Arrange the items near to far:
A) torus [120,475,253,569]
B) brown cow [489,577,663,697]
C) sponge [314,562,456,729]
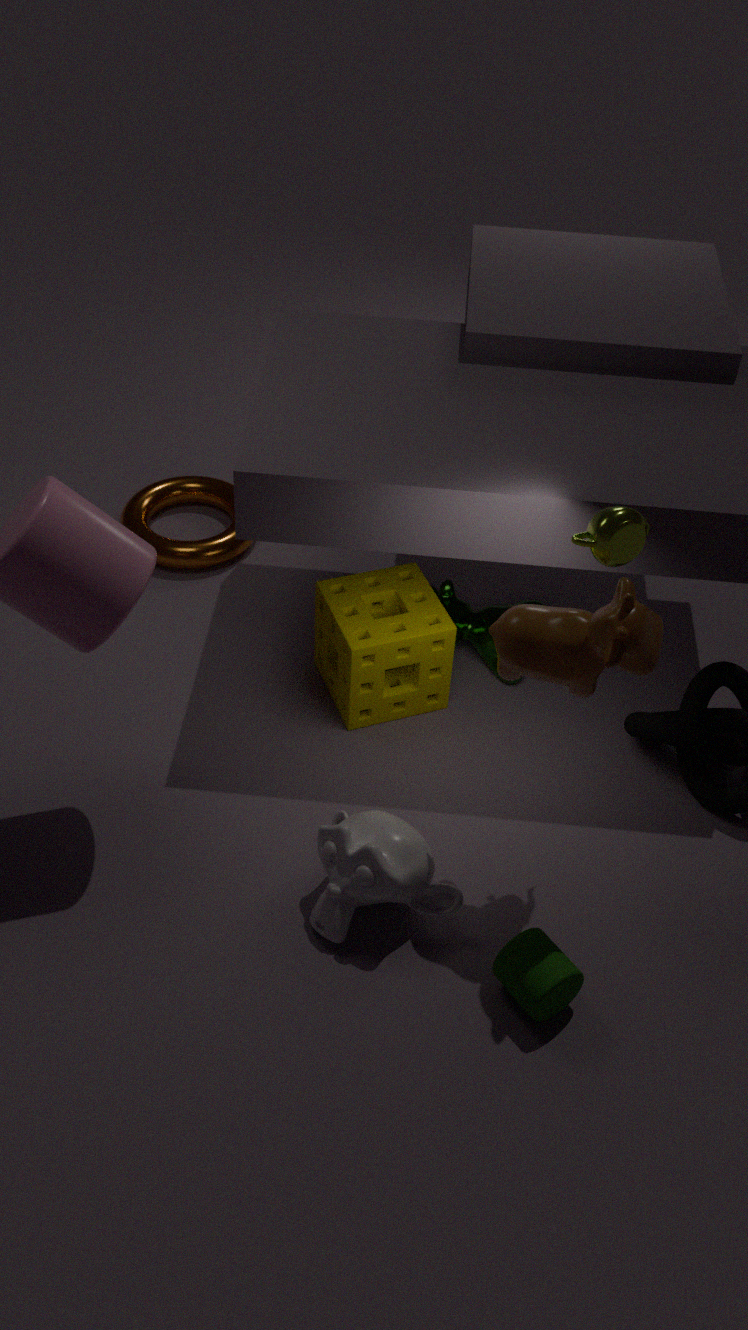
brown cow [489,577,663,697] → sponge [314,562,456,729] → torus [120,475,253,569]
